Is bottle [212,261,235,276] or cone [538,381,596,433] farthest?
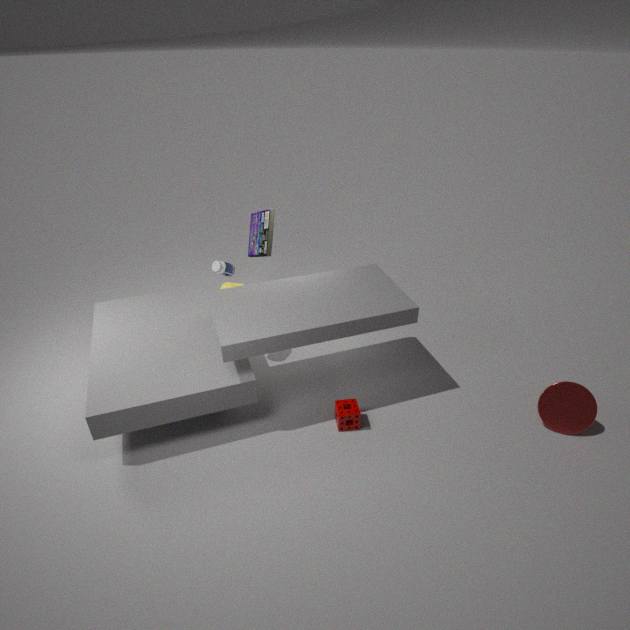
bottle [212,261,235,276]
